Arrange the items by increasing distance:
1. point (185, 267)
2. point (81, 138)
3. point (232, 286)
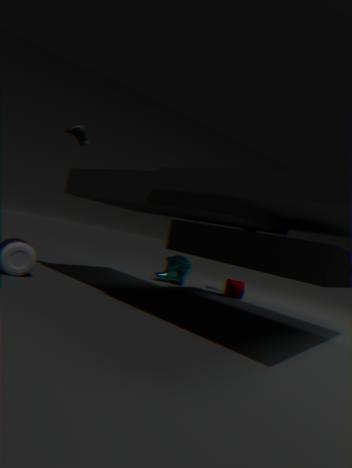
1. point (81, 138)
2. point (232, 286)
3. point (185, 267)
